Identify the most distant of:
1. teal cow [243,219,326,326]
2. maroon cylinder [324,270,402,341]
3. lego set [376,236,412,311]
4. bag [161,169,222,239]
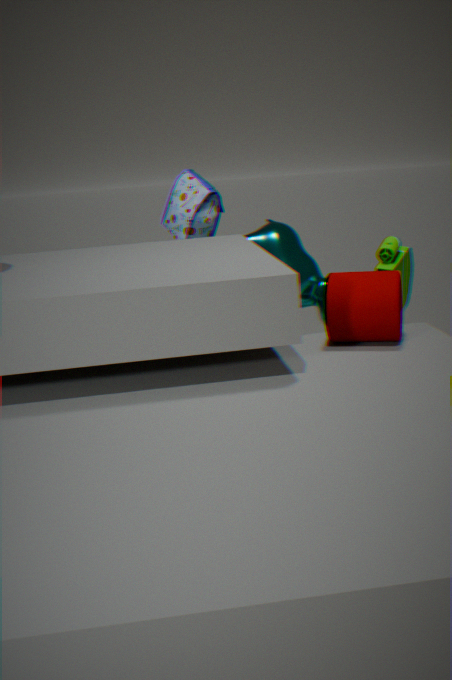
bag [161,169,222,239]
